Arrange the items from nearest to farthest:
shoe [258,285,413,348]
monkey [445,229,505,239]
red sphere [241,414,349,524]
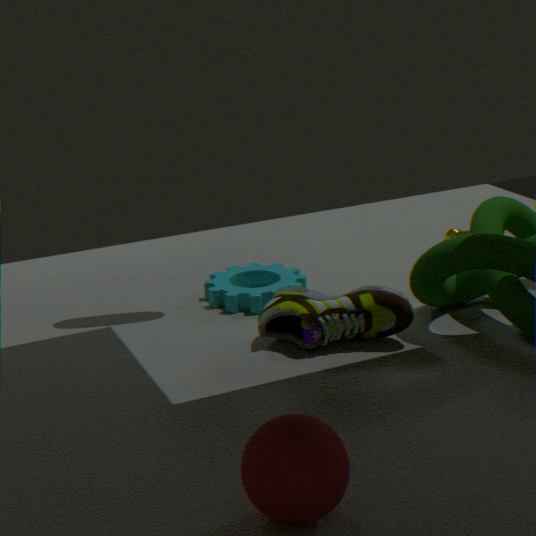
red sphere [241,414,349,524]
shoe [258,285,413,348]
monkey [445,229,505,239]
